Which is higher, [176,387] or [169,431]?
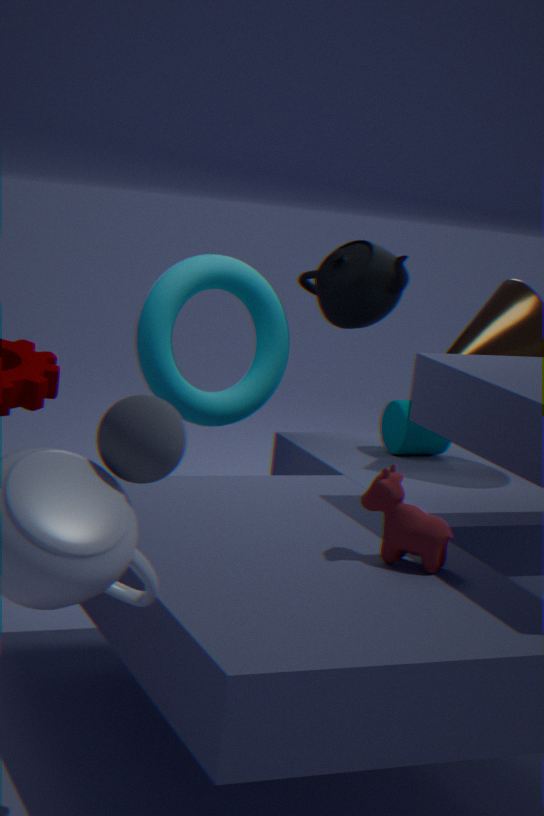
[169,431]
